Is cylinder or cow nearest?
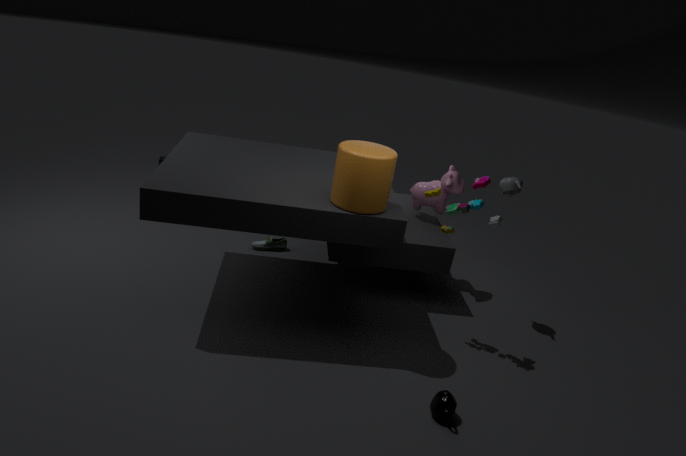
cylinder
